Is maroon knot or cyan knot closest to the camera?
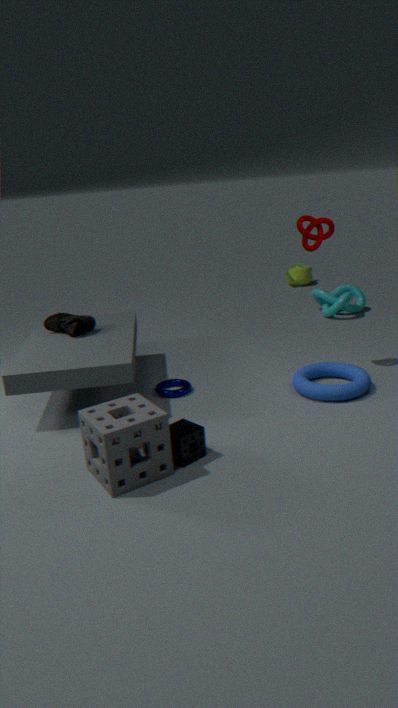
maroon knot
